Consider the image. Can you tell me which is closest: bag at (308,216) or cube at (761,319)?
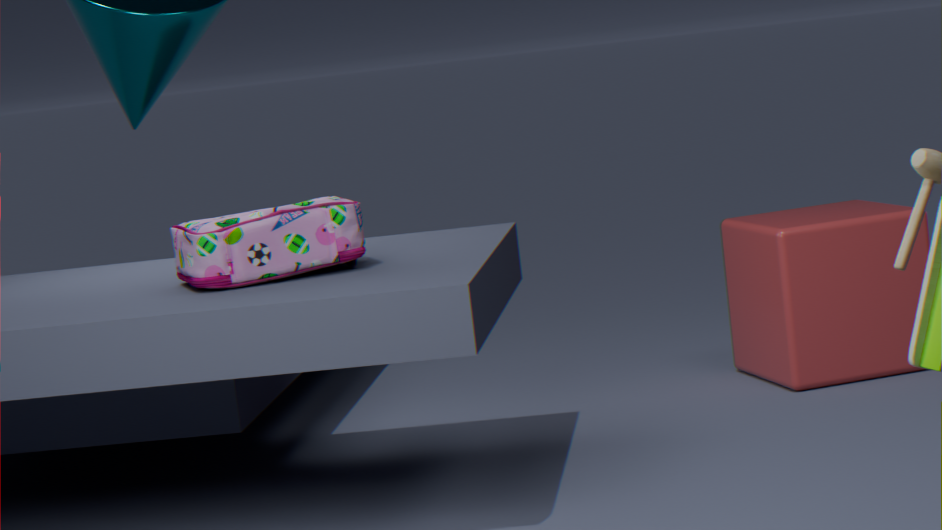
bag at (308,216)
